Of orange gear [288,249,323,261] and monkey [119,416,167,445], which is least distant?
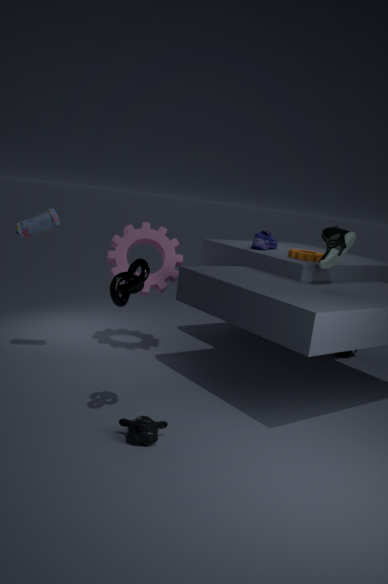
monkey [119,416,167,445]
